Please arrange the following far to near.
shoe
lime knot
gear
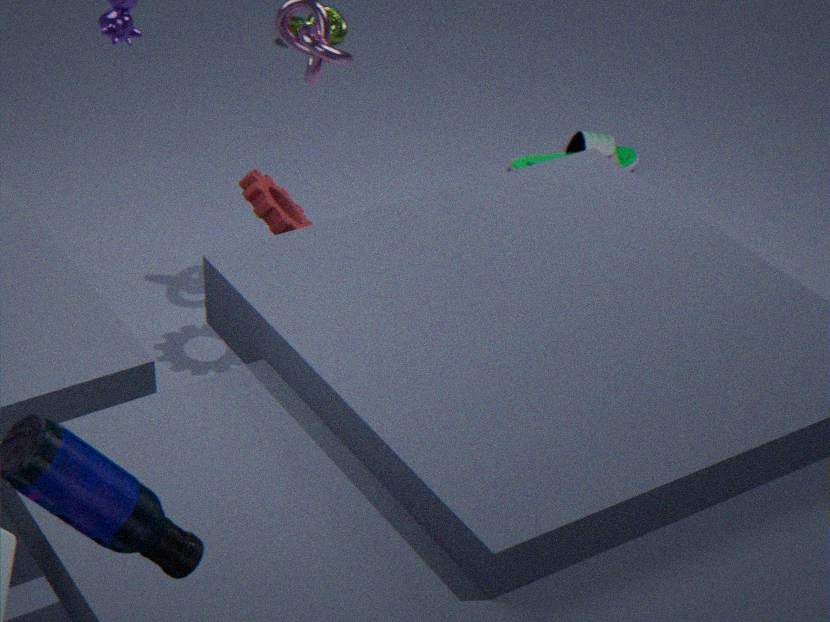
lime knot < shoe < gear
